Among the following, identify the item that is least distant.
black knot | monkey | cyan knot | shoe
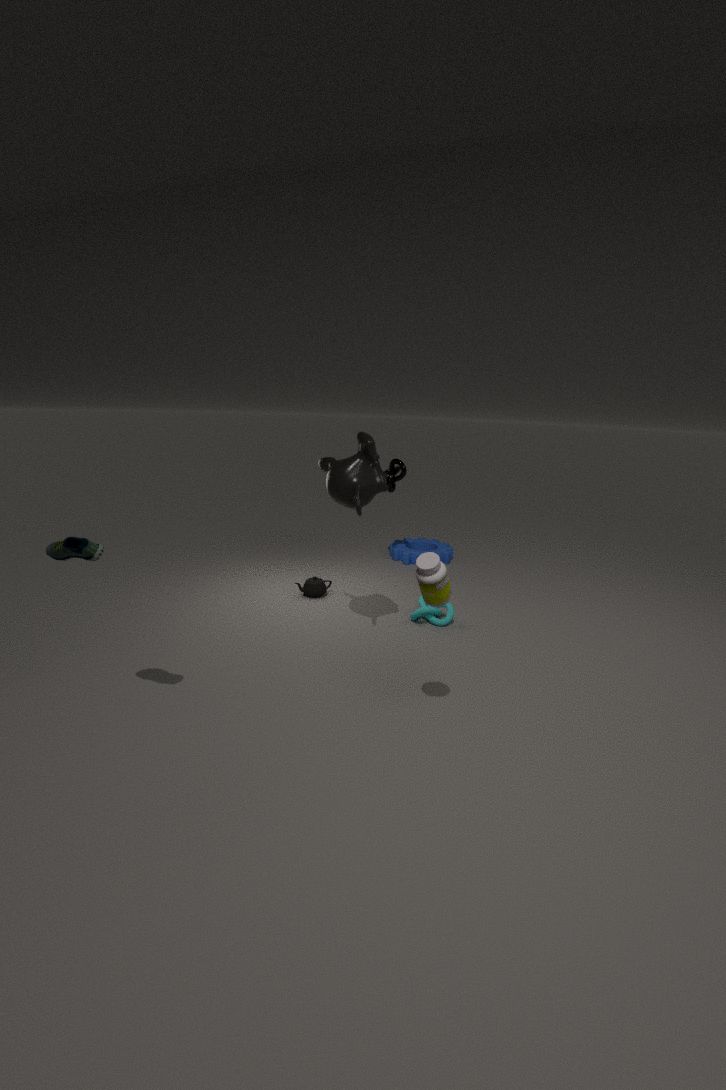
A: shoe
